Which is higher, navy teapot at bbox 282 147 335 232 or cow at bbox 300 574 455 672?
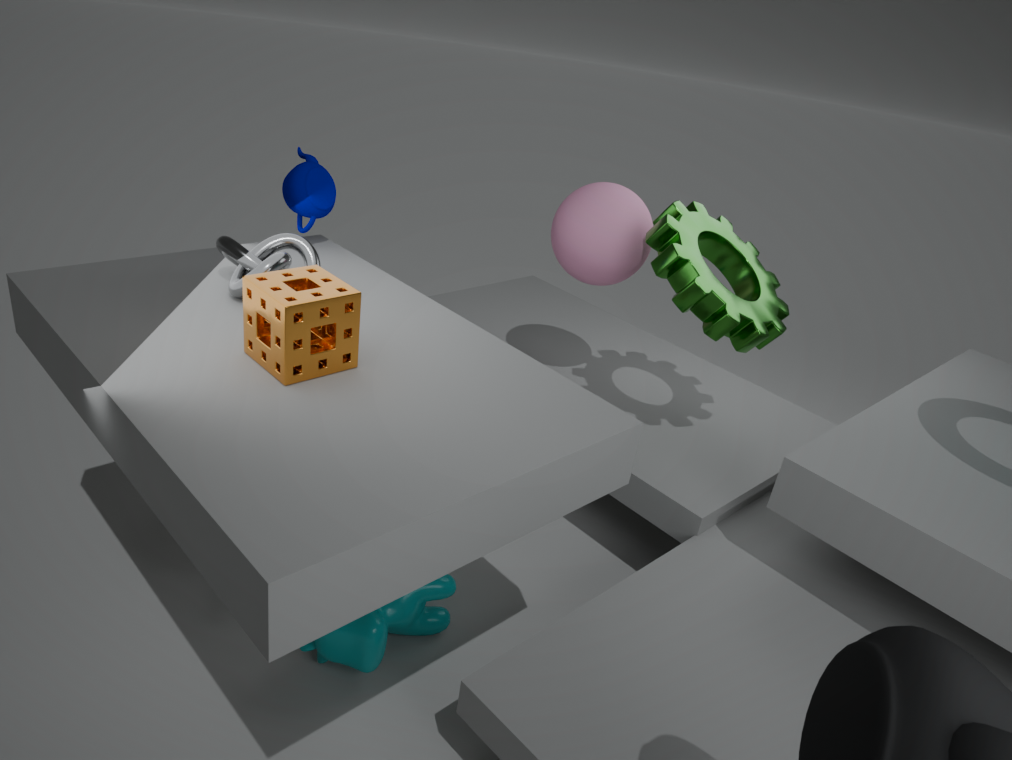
navy teapot at bbox 282 147 335 232
